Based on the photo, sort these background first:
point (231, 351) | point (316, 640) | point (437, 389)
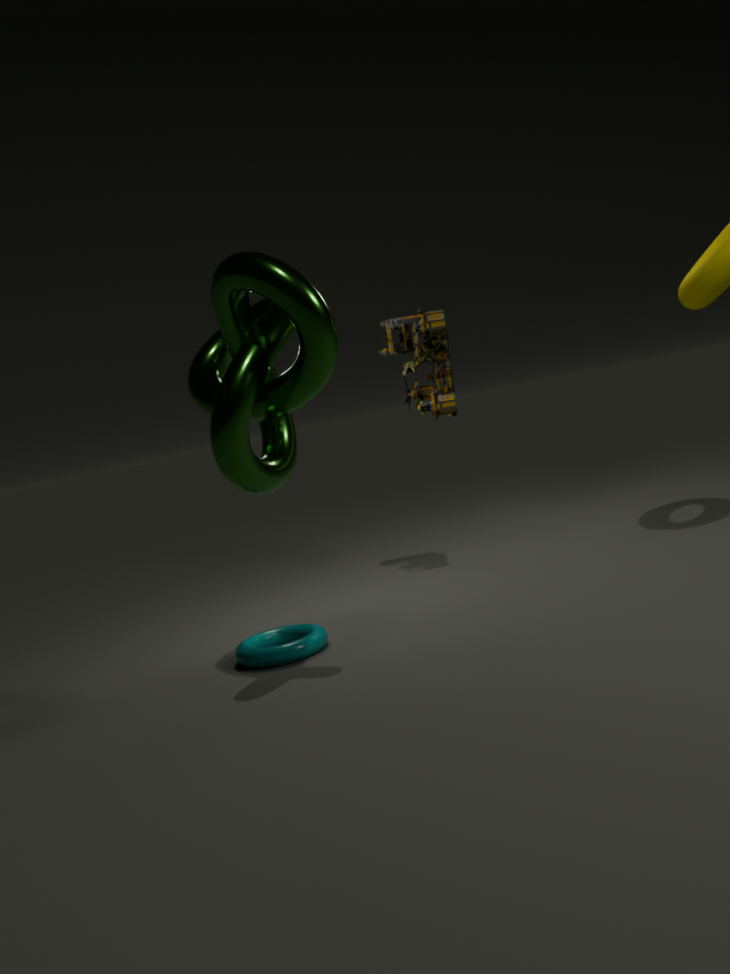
point (437, 389) < point (316, 640) < point (231, 351)
